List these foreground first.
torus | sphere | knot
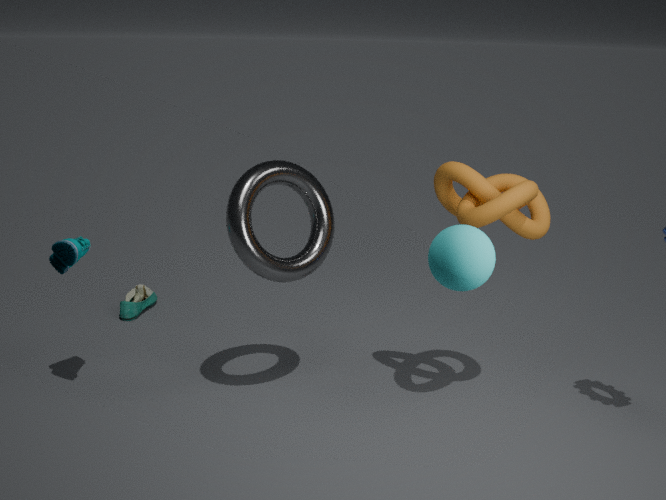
sphere
knot
torus
